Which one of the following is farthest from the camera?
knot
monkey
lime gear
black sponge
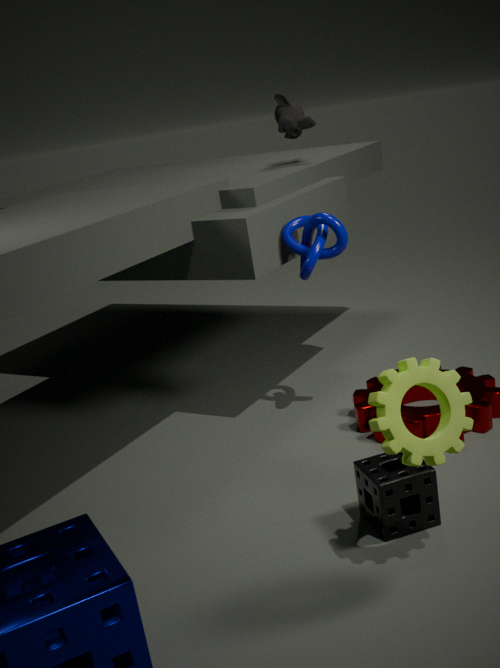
A: monkey
